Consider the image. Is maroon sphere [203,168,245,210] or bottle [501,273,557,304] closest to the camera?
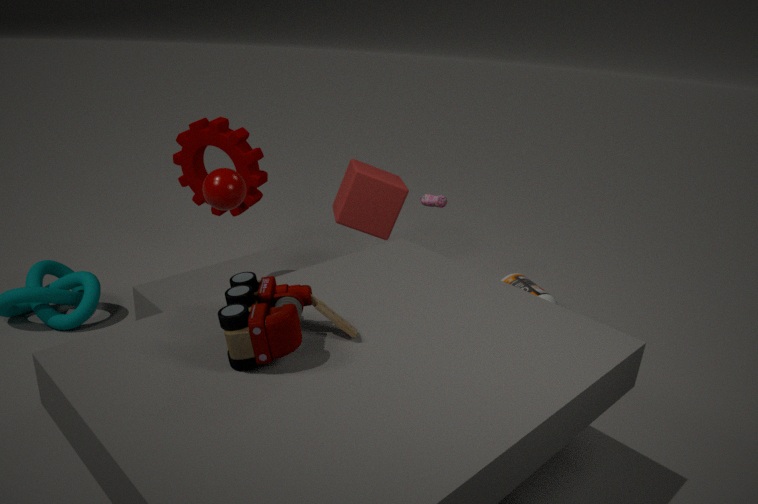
maroon sphere [203,168,245,210]
